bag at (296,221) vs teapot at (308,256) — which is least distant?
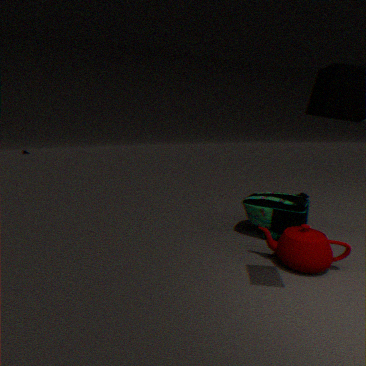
teapot at (308,256)
